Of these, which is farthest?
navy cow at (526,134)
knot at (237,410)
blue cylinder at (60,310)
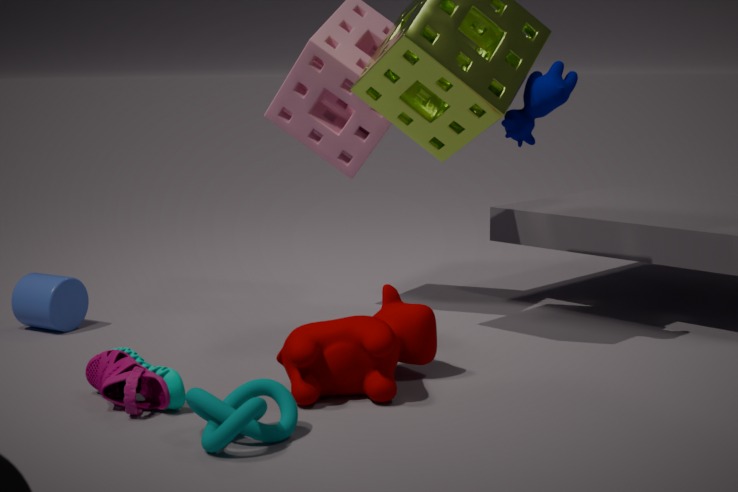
blue cylinder at (60,310)
